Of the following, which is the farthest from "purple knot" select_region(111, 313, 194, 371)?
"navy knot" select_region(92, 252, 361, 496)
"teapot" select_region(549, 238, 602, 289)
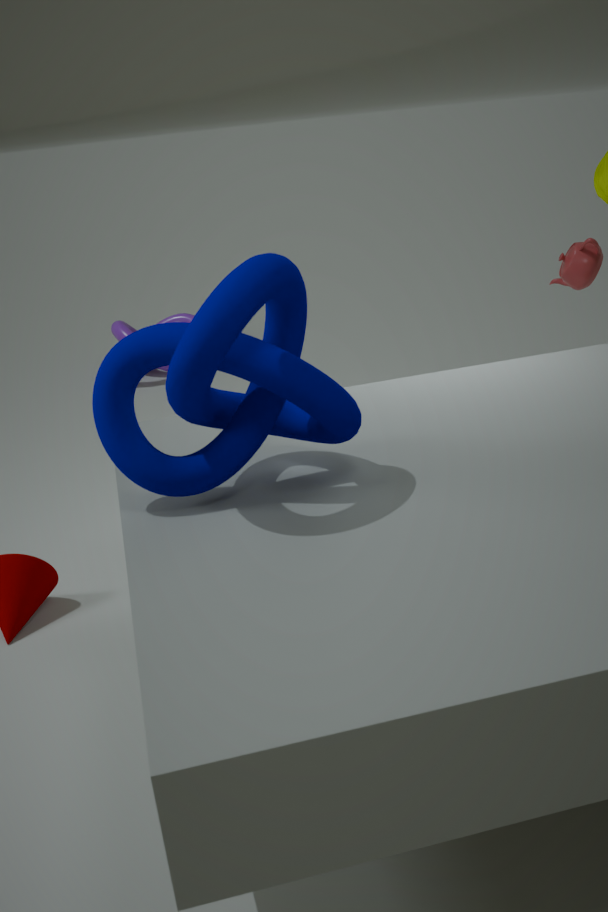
"navy knot" select_region(92, 252, 361, 496)
